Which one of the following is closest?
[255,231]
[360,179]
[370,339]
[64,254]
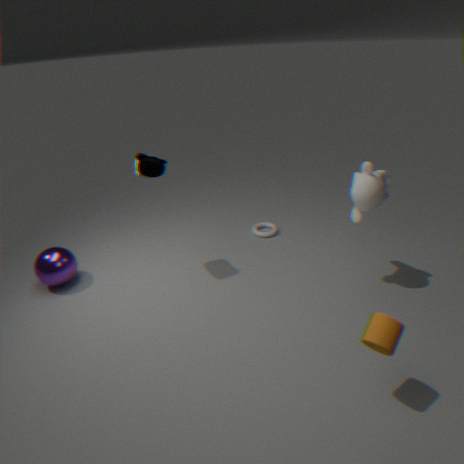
[370,339]
